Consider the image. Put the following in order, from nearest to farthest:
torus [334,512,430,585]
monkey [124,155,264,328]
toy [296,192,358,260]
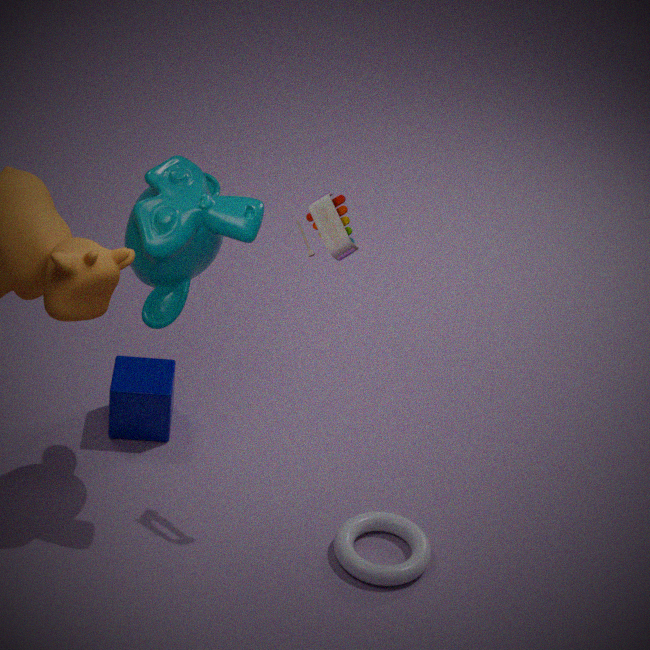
monkey [124,155,264,328]
toy [296,192,358,260]
torus [334,512,430,585]
